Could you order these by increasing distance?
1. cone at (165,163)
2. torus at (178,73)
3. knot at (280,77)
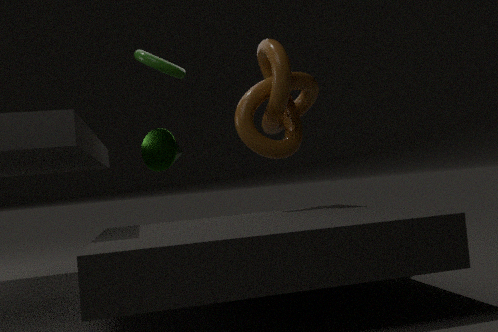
knot at (280,77) → torus at (178,73) → cone at (165,163)
